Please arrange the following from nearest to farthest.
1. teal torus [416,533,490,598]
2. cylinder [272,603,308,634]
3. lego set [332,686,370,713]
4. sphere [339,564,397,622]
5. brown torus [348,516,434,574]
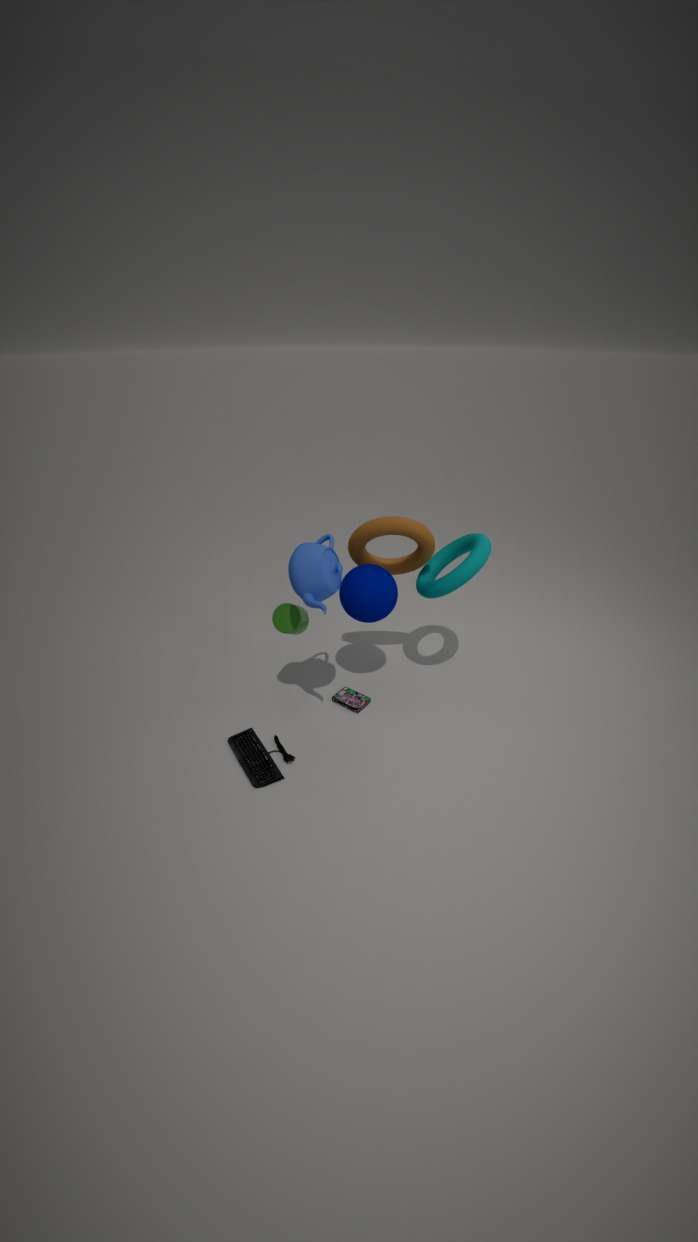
teal torus [416,533,490,598]
brown torus [348,516,434,574]
cylinder [272,603,308,634]
sphere [339,564,397,622]
lego set [332,686,370,713]
